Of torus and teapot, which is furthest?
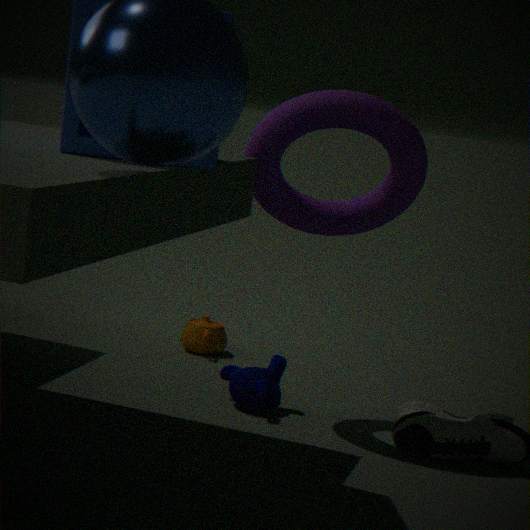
teapot
